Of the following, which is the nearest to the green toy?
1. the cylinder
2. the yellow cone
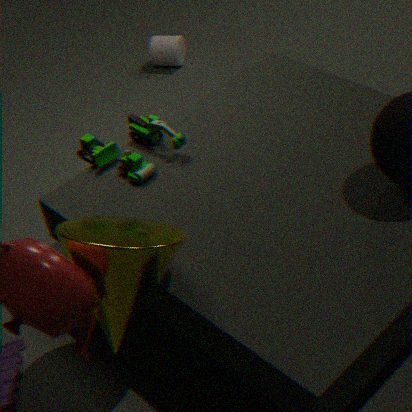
the yellow cone
